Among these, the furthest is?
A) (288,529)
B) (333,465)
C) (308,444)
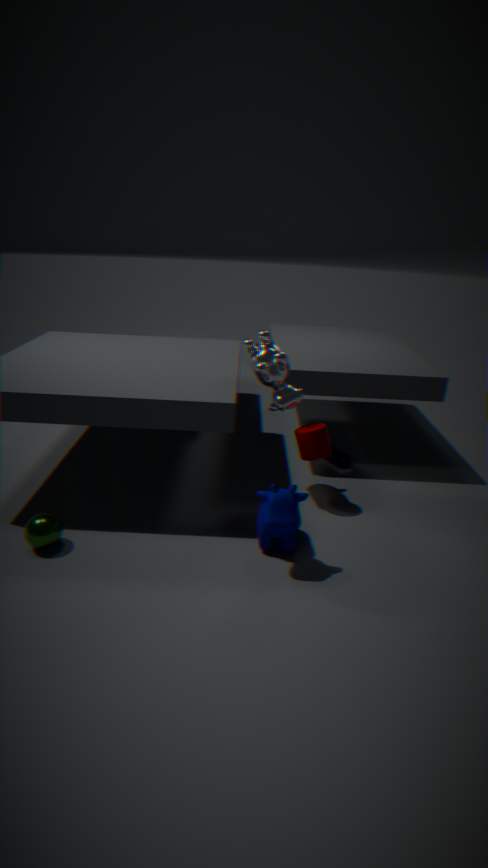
(333,465)
